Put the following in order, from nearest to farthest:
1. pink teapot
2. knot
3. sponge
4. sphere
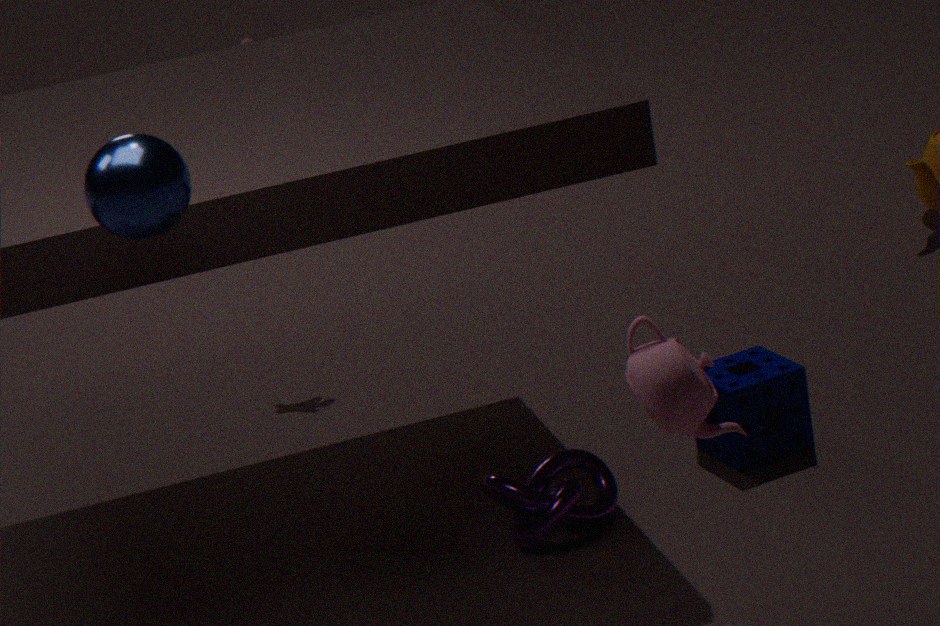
pink teapot
sphere
knot
sponge
